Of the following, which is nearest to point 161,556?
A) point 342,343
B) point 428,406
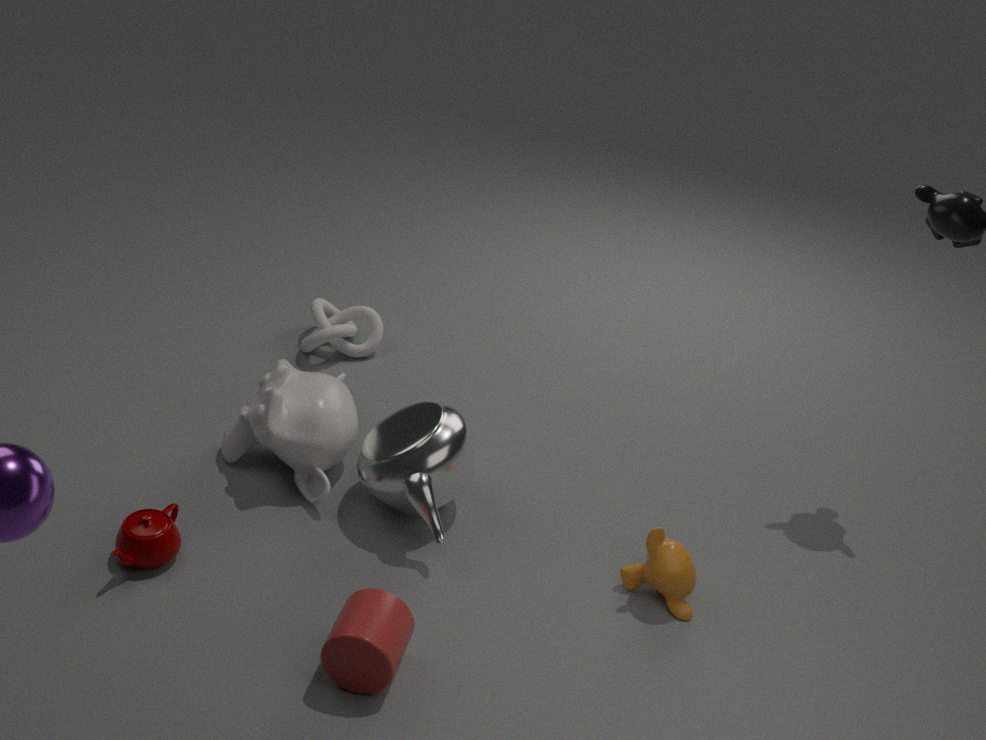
point 428,406
